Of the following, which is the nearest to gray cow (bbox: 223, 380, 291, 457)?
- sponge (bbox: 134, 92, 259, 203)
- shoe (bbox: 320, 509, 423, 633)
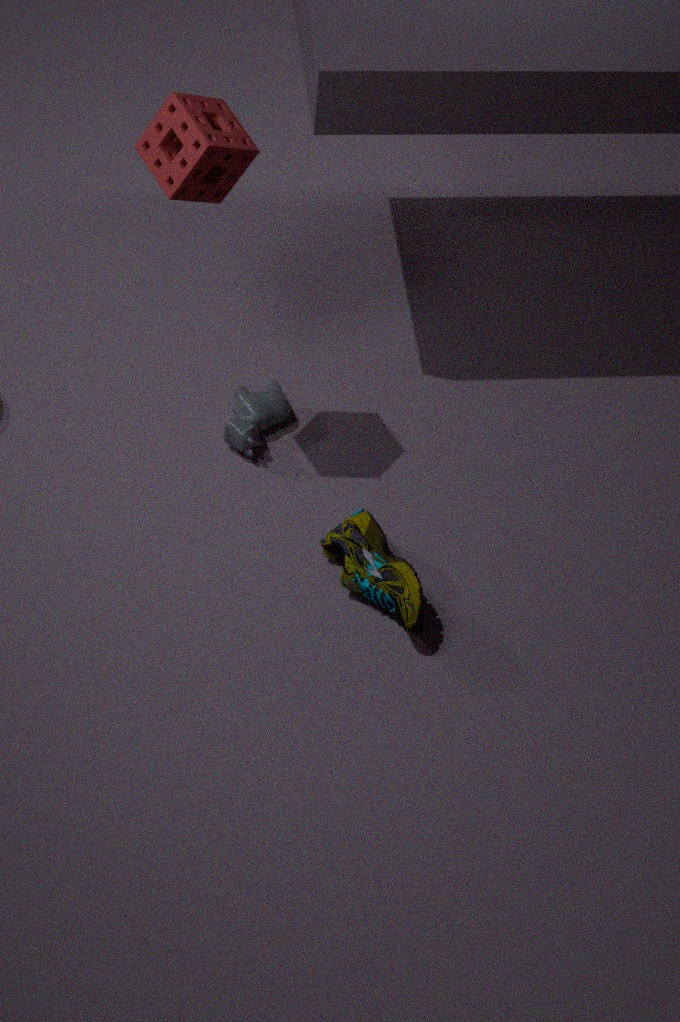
shoe (bbox: 320, 509, 423, 633)
